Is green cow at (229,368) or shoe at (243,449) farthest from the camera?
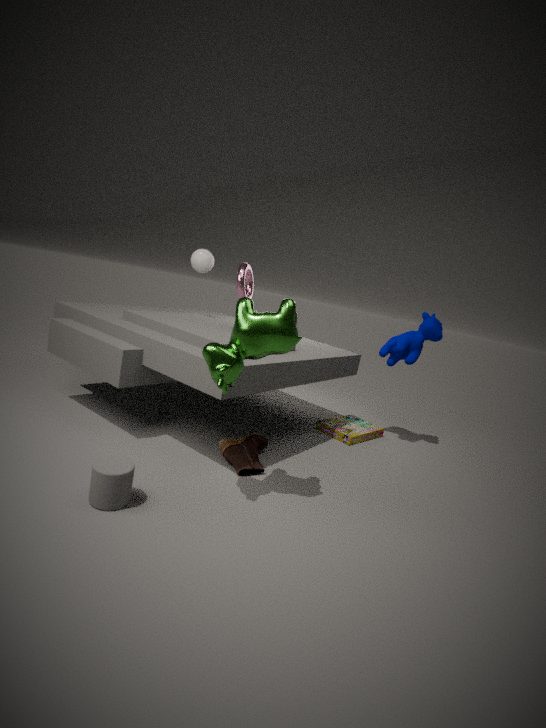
shoe at (243,449)
